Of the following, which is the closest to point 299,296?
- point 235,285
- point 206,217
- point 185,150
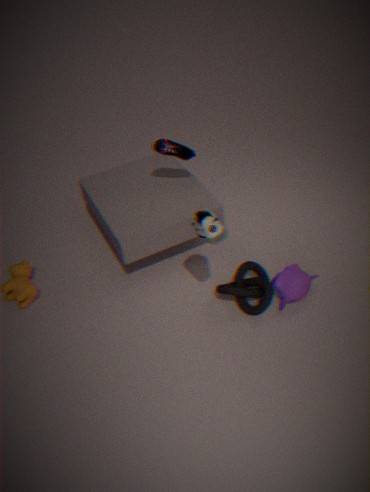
point 235,285
